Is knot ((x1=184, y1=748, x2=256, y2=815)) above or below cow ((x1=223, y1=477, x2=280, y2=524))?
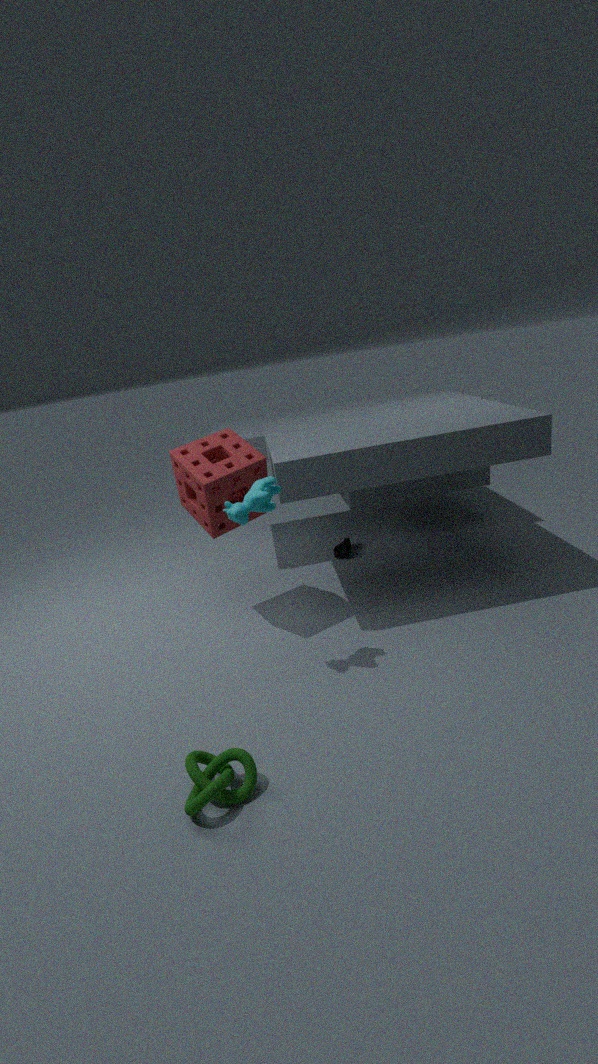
below
